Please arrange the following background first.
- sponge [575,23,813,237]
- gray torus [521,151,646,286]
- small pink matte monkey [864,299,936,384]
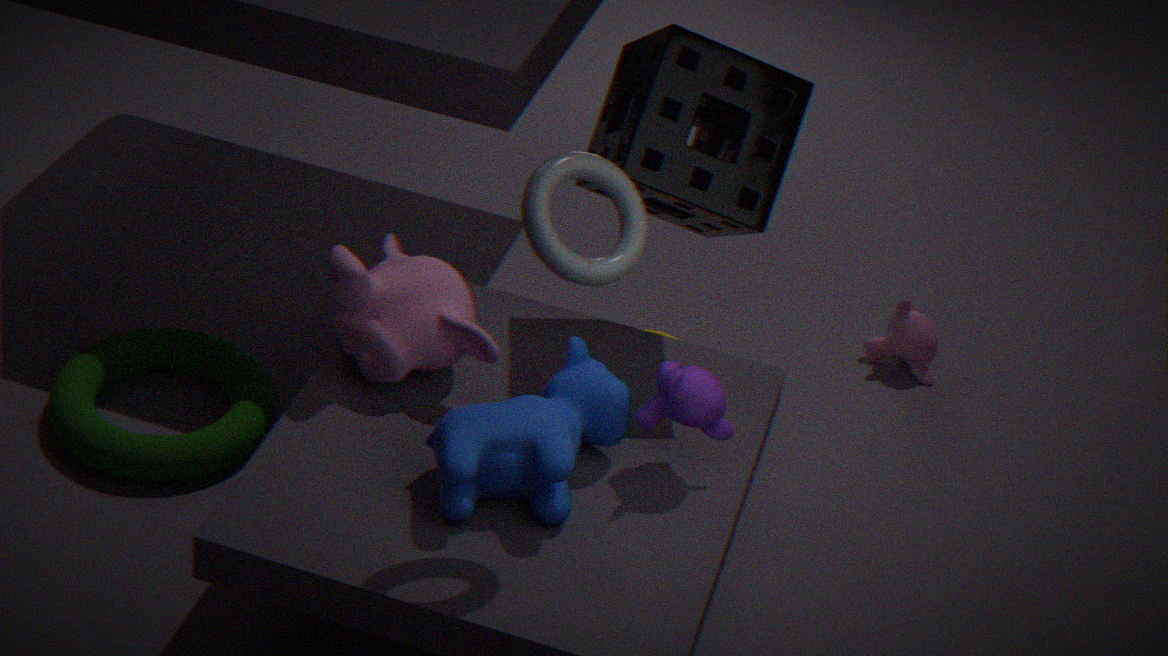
small pink matte monkey [864,299,936,384] → sponge [575,23,813,237] → gray torus [521,151,646,286]
